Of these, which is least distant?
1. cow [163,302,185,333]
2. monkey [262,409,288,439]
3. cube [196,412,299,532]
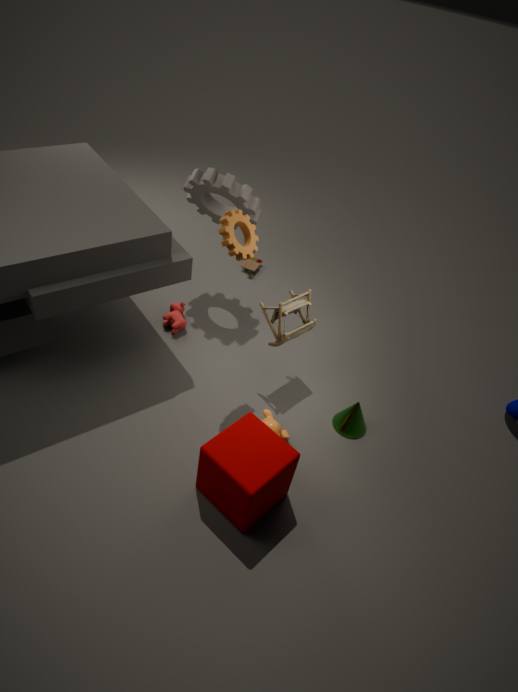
cube [196,412,299,532]
